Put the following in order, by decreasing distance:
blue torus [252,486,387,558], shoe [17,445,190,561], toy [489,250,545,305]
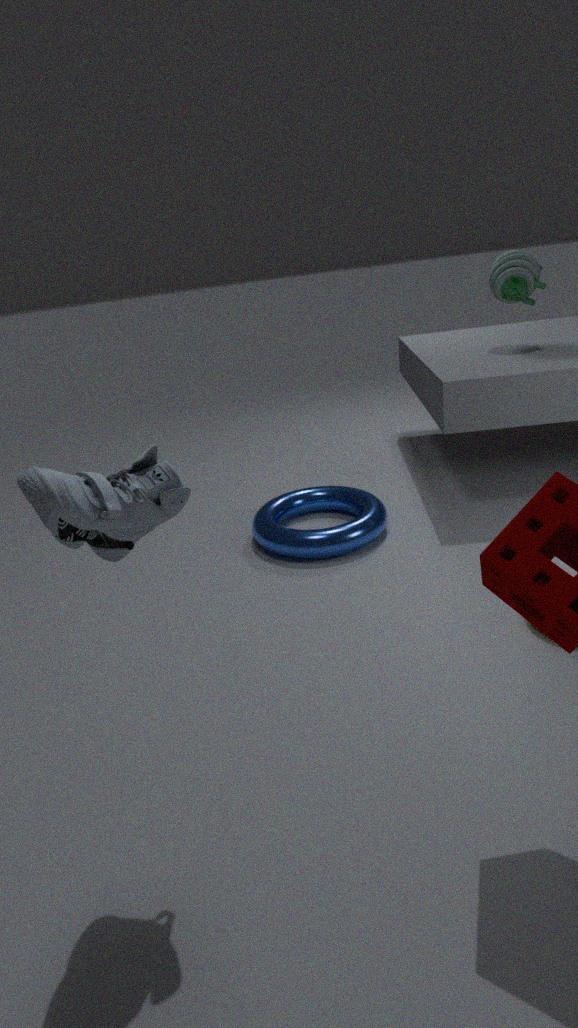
toy [489,250,545,305] → blue torus [252,486,387,558] → shoe [17,445,190,561]
